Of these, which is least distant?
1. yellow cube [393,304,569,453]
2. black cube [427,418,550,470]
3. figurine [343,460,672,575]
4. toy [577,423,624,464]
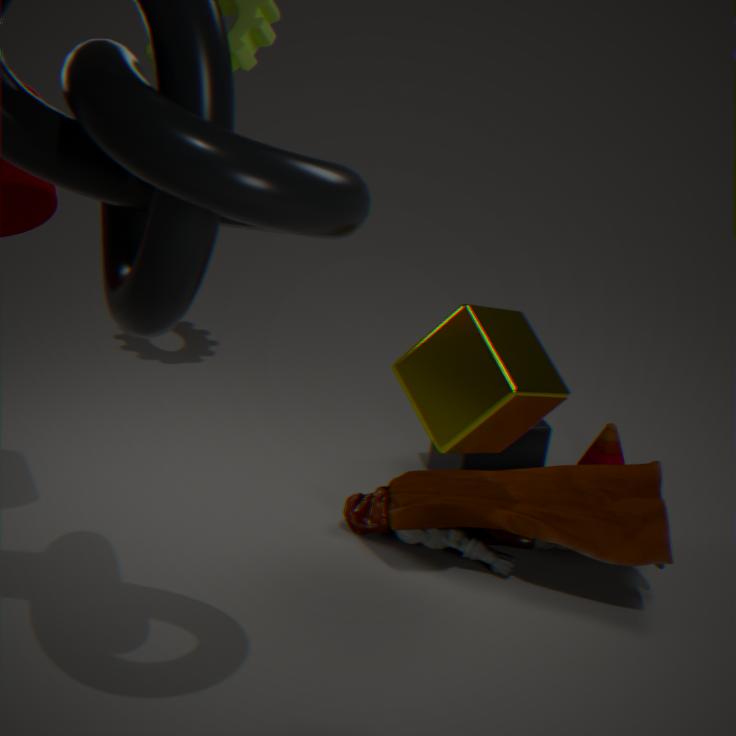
yellow cube [393,304,569,453]
